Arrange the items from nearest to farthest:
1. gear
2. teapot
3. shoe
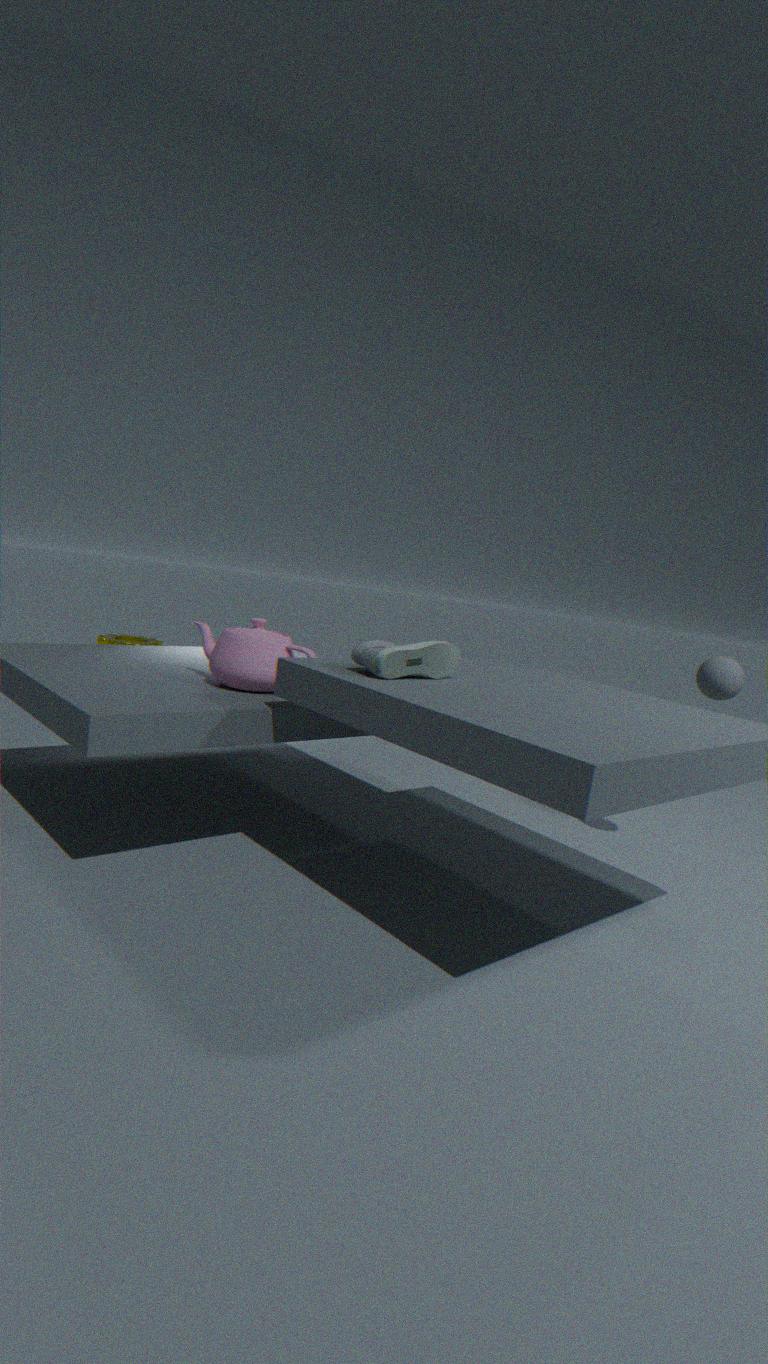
1. shoe
2. teapot
3. gear
